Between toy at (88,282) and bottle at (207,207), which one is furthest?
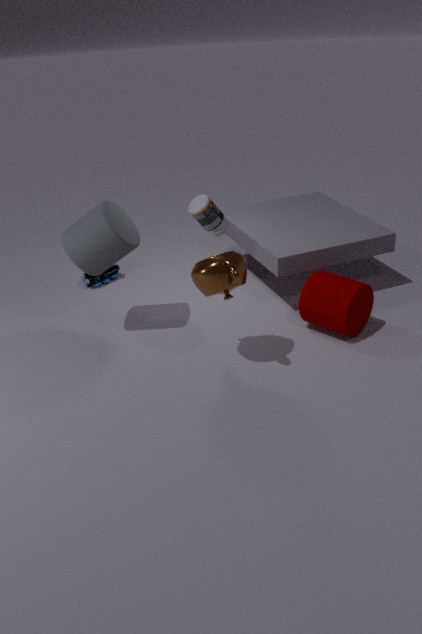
toy at (88,282)
